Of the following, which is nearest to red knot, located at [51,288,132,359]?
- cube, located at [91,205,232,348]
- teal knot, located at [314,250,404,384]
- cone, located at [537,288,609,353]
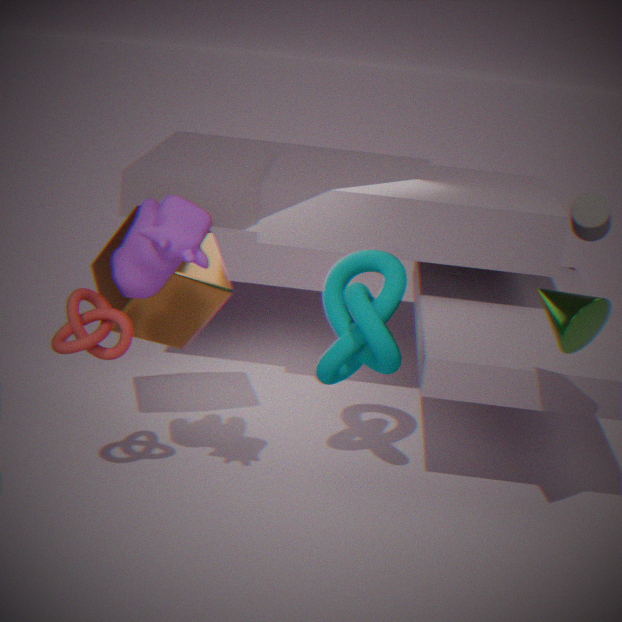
cube, located at [91,205,232,348]
